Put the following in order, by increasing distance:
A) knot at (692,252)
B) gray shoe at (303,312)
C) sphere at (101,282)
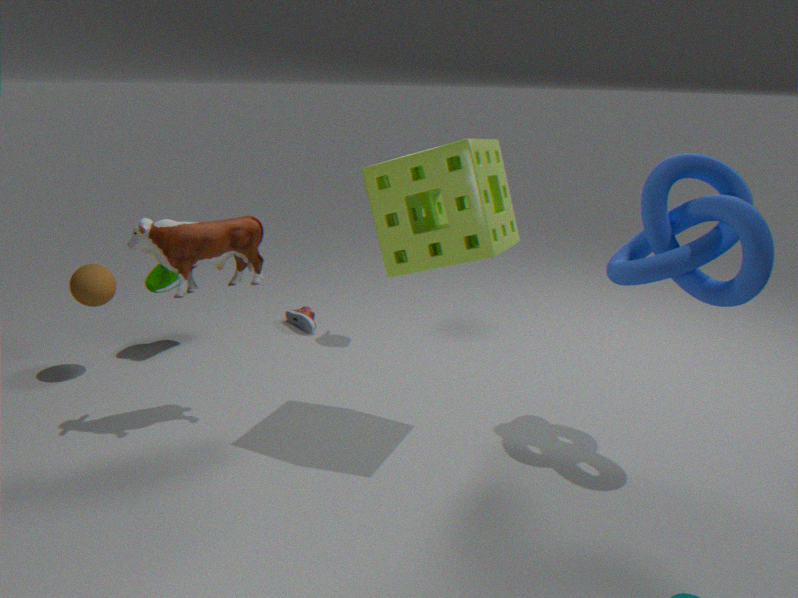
knot at (692,252) < sphere at (101,282) < gray shoe at (303,312)
